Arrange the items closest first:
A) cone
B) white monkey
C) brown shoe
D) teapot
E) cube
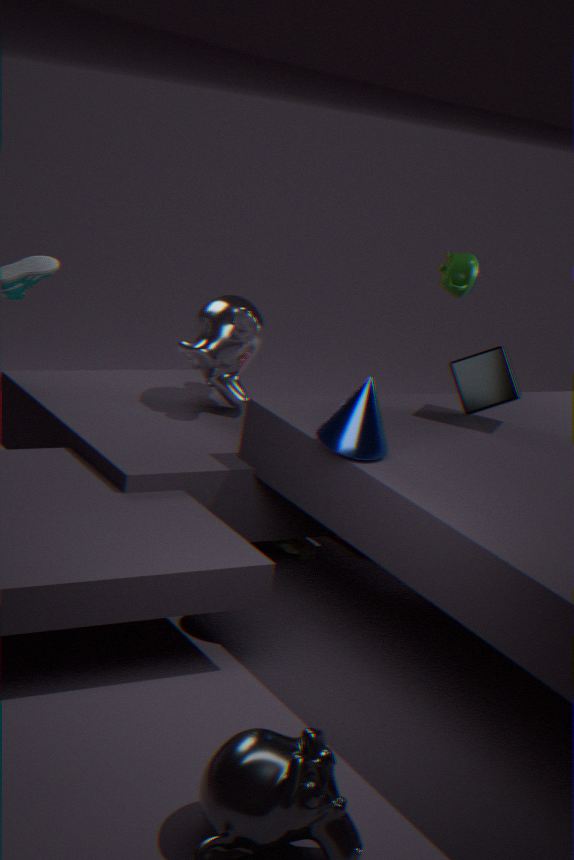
cone
cube
white monkey
brown shoe
teapot
